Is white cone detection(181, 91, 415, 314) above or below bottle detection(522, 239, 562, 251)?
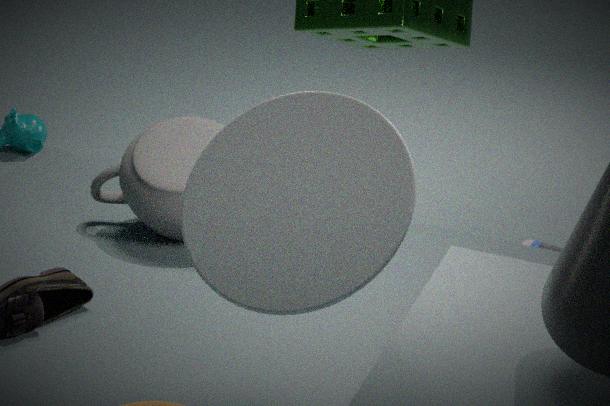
above
